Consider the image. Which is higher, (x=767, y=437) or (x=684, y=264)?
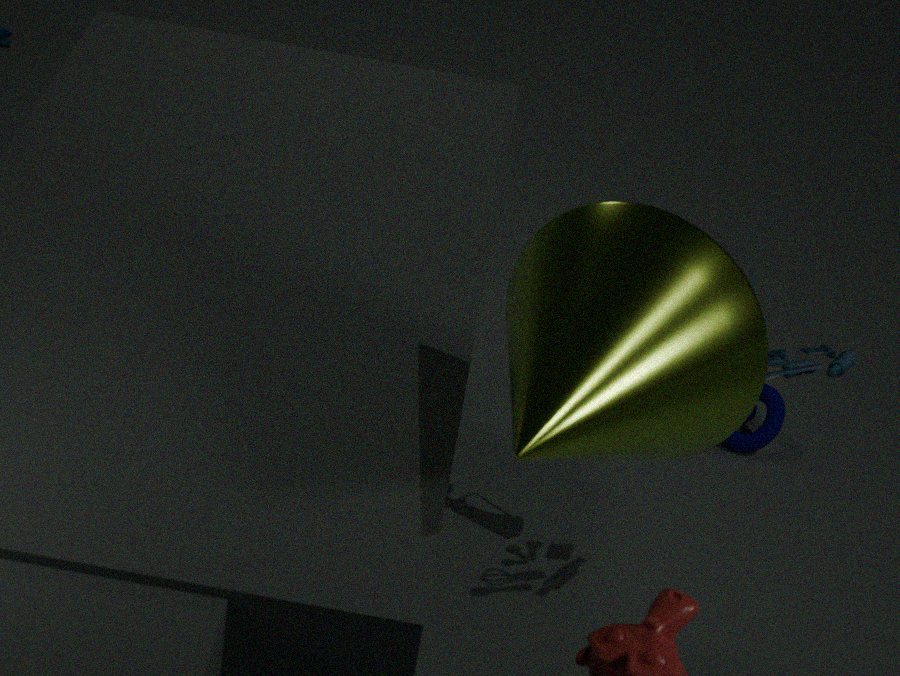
(x=684, y=264)
